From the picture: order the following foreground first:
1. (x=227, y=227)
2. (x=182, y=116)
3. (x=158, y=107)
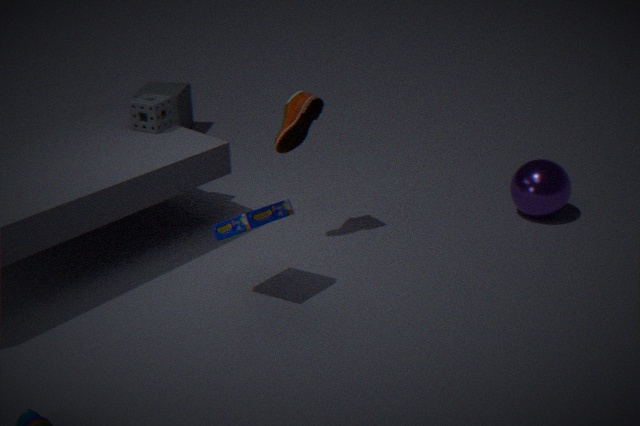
1. (x=227, y=227)
2. (x=158, y=107)
3. (x=182, y=116)
